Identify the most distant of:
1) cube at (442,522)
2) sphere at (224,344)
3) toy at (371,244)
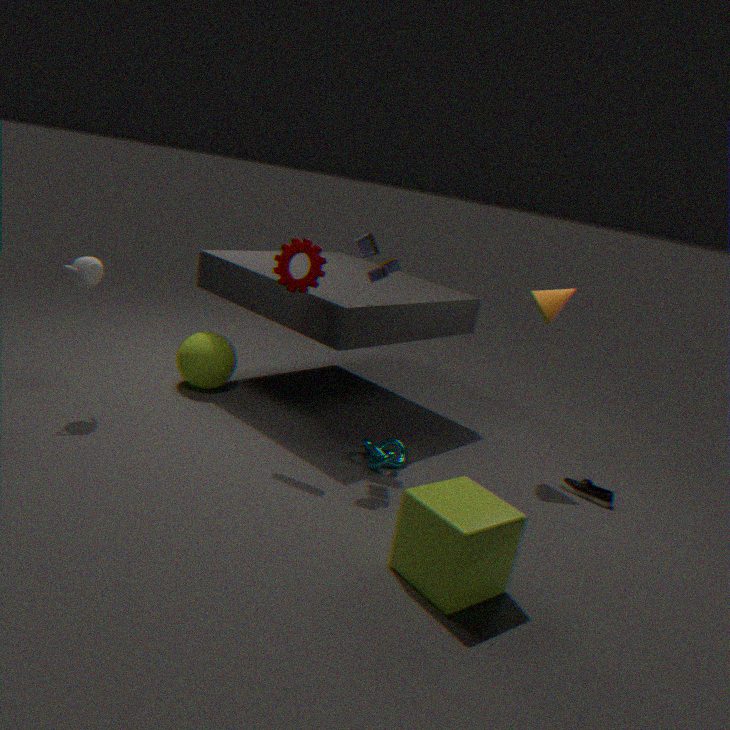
2. sphere at (224,344)
